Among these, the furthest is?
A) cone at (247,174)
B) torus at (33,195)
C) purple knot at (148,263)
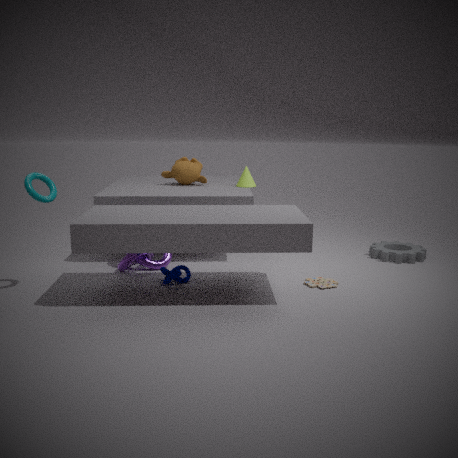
cone at (247,174)
